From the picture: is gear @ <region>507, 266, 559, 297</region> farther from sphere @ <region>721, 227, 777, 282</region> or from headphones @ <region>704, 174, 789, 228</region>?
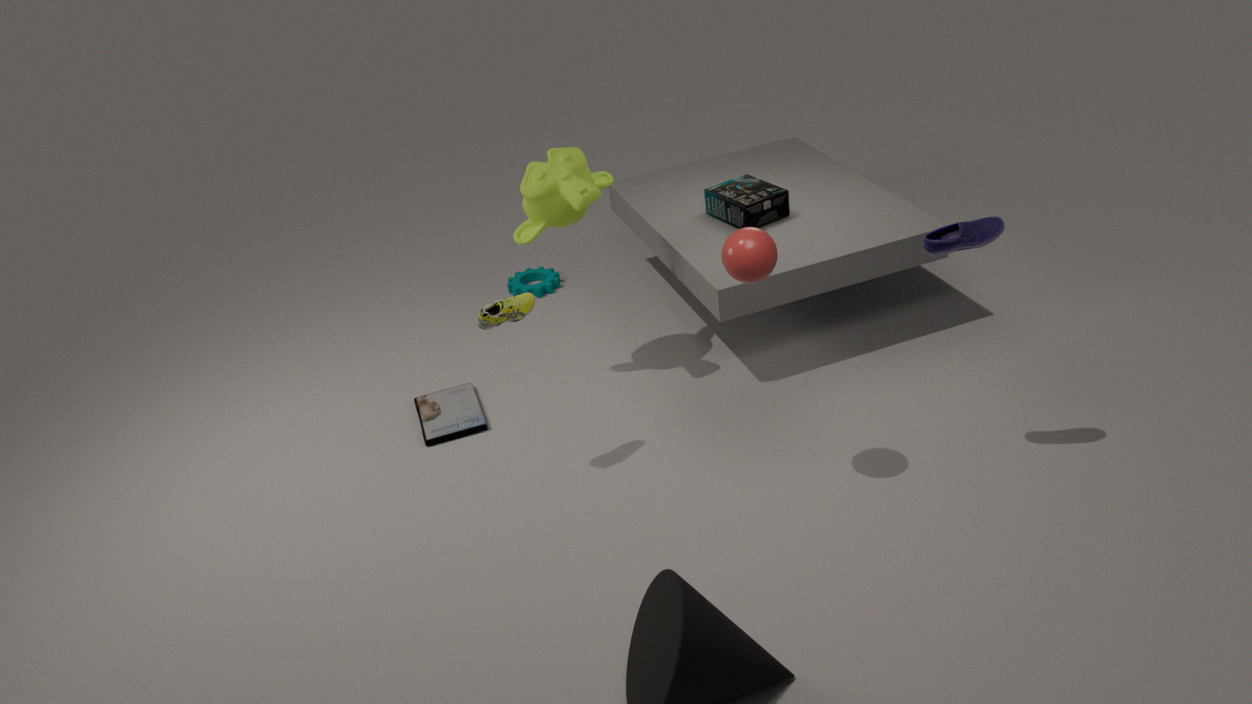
sphere @ <region>721, 227, 777, 282</region>
